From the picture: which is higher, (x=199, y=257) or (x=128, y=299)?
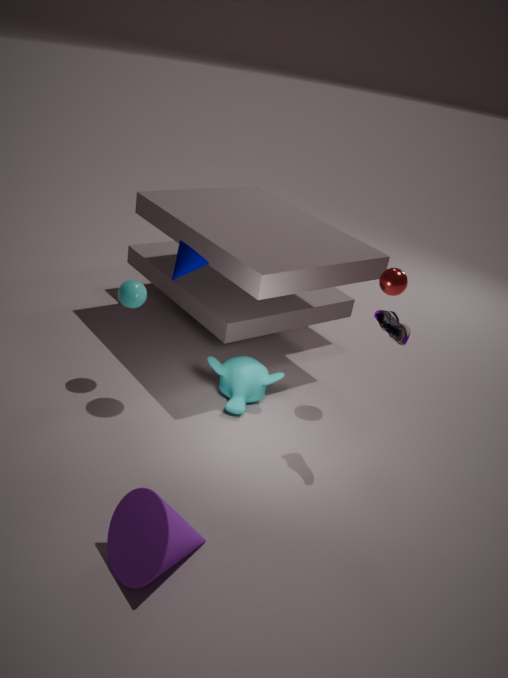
(x=199, y=257)
